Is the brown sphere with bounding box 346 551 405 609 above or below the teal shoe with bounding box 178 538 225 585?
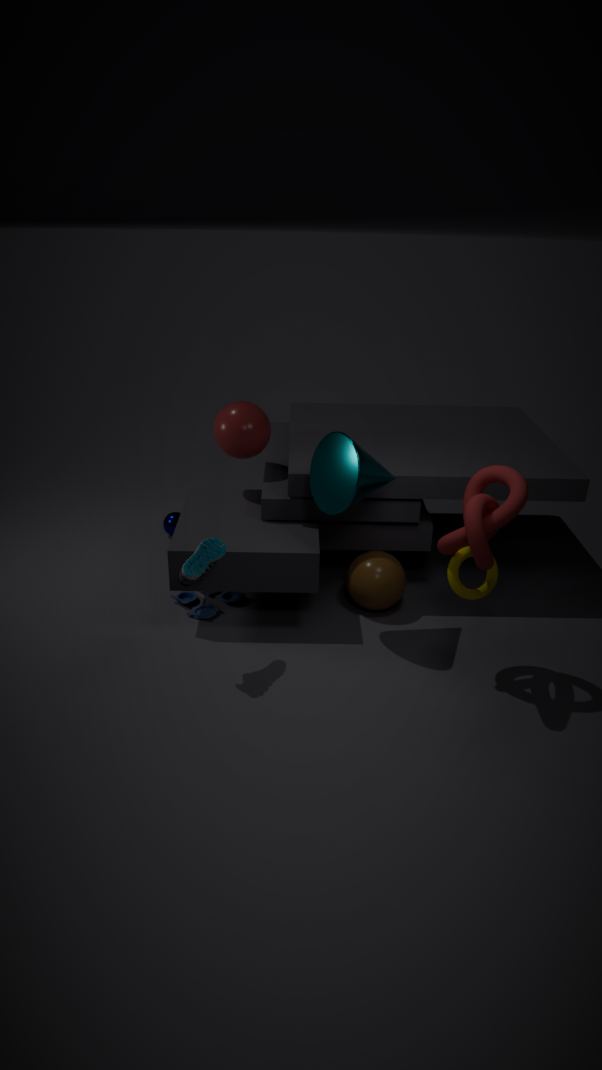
below
